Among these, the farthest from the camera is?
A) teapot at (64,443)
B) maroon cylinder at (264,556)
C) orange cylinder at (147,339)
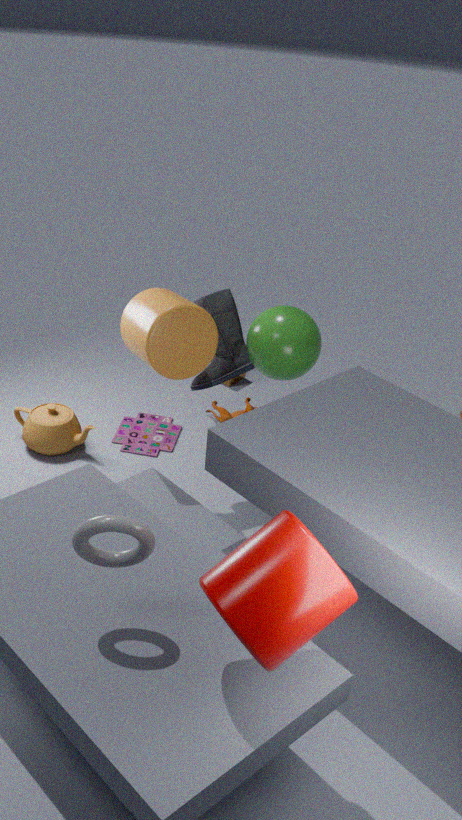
teapot at (64,443)
